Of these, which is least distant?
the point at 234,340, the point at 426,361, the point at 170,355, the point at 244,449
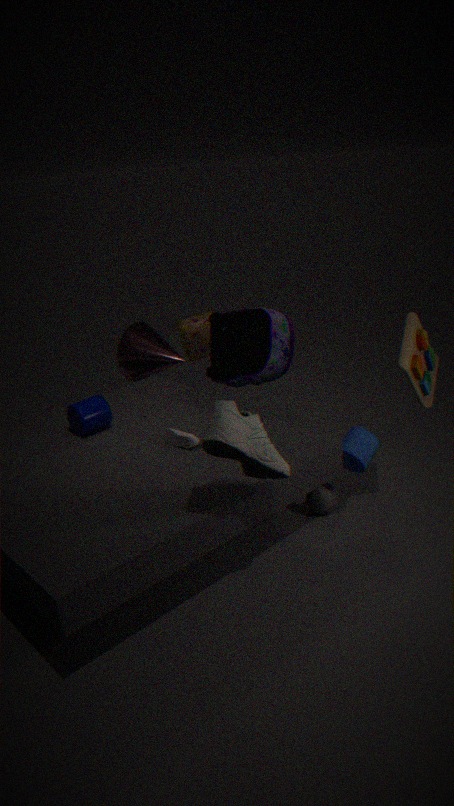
the point at 244,449
